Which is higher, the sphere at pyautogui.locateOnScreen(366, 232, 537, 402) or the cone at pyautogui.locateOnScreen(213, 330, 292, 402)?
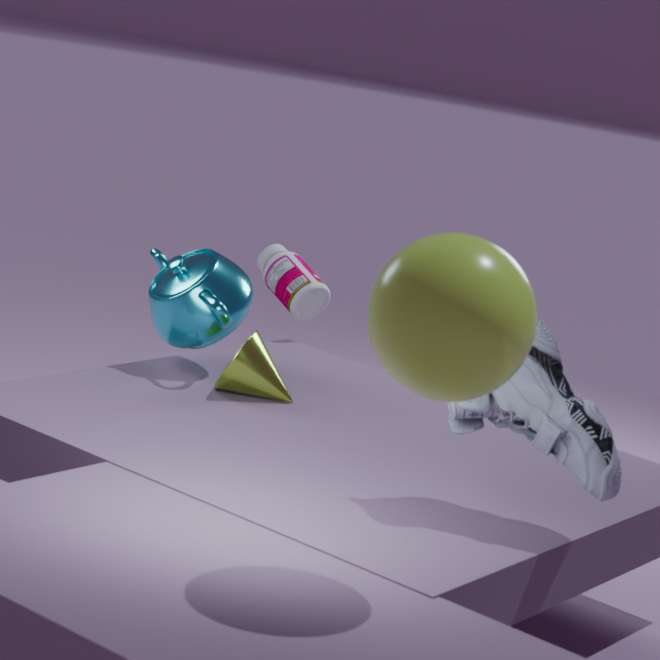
the sphere at pyautogui.locateOnScreen(366, 232, 537, 402)
